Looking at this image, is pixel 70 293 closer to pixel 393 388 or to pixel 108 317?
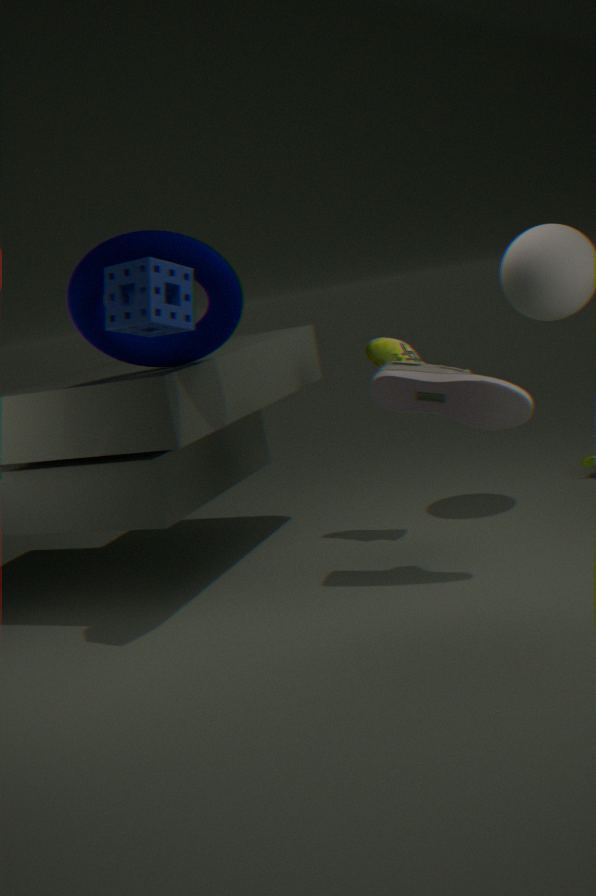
pixel 108 317
